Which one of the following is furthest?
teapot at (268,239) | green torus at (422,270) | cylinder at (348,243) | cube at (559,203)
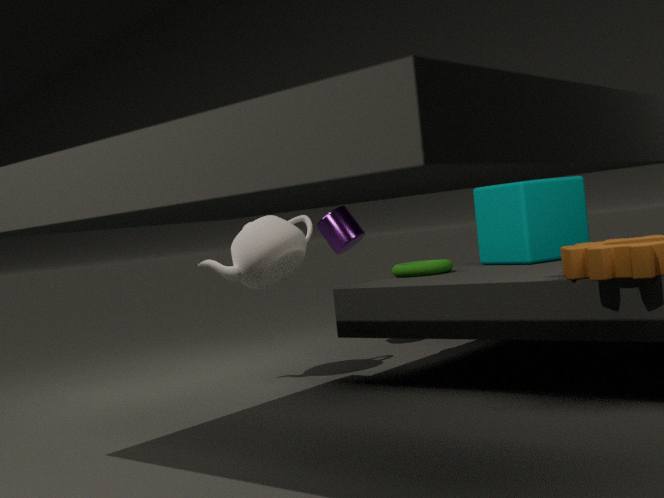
cylinder at (348,243)
